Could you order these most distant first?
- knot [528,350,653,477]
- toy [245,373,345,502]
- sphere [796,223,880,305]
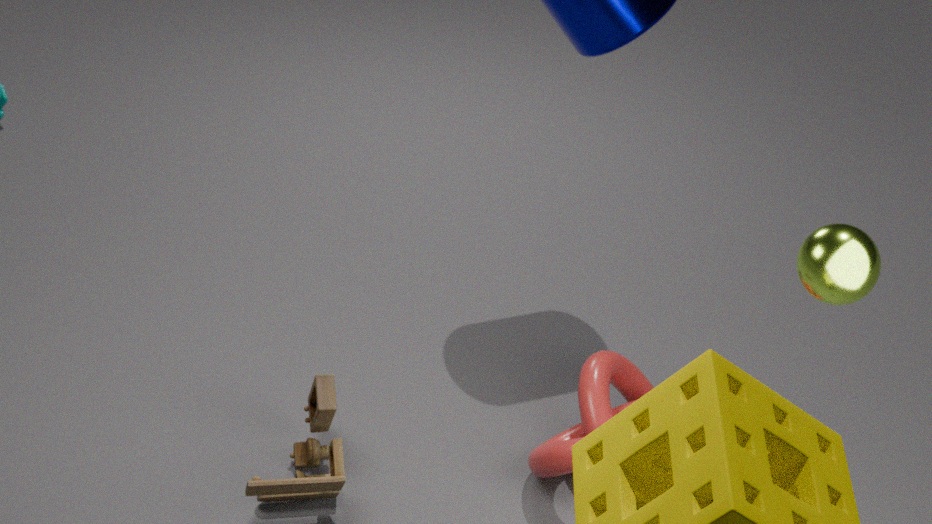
knot [528,350,653,477]
toy [245,373,345,502]
sphere [796,223,880,305]
